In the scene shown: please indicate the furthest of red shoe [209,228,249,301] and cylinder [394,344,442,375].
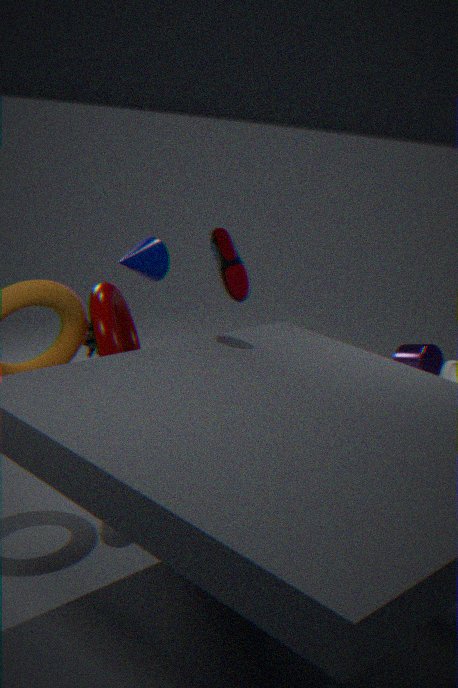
cylinder [394,344,442,375]
